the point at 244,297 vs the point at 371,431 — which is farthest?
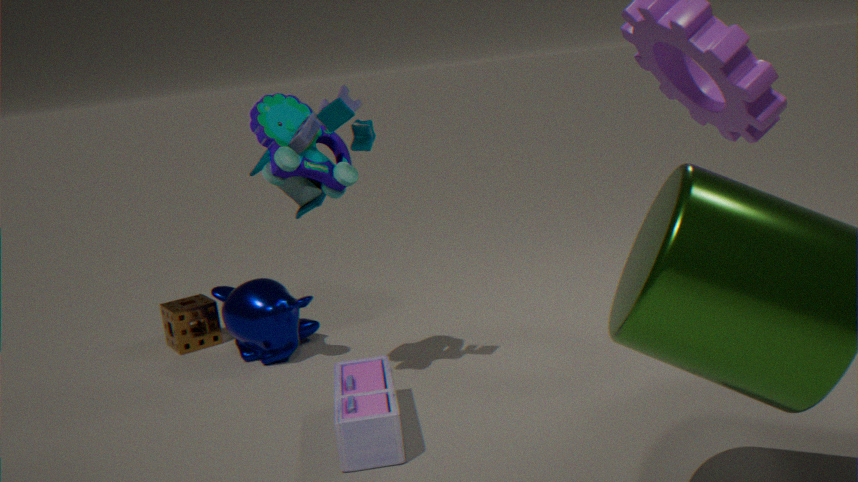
the point at 244,297
